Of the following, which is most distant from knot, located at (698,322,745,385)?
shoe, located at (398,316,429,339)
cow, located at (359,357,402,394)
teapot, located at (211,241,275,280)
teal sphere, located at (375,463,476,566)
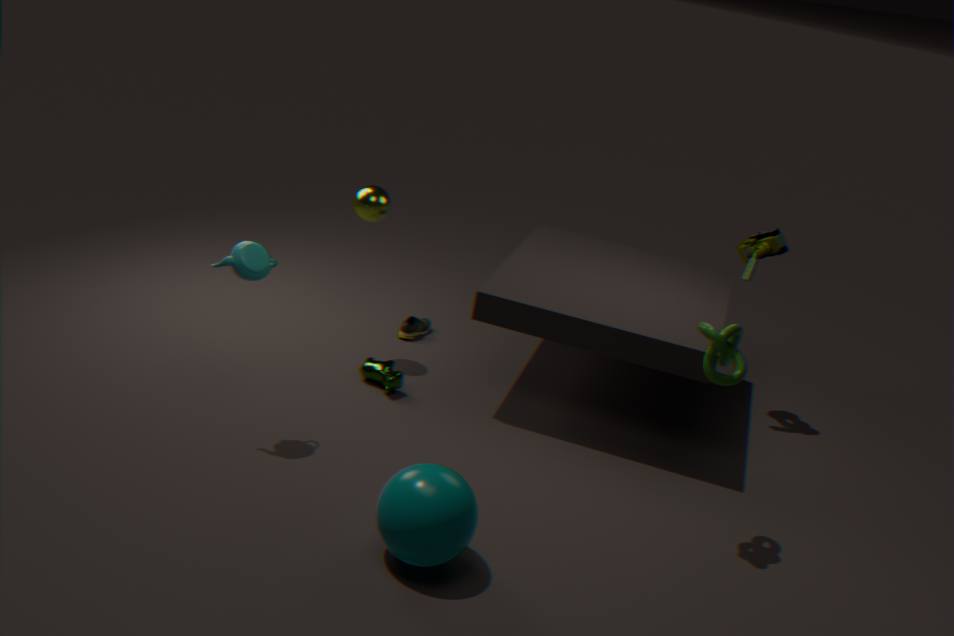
shoe, located at (398,316,429,339)
